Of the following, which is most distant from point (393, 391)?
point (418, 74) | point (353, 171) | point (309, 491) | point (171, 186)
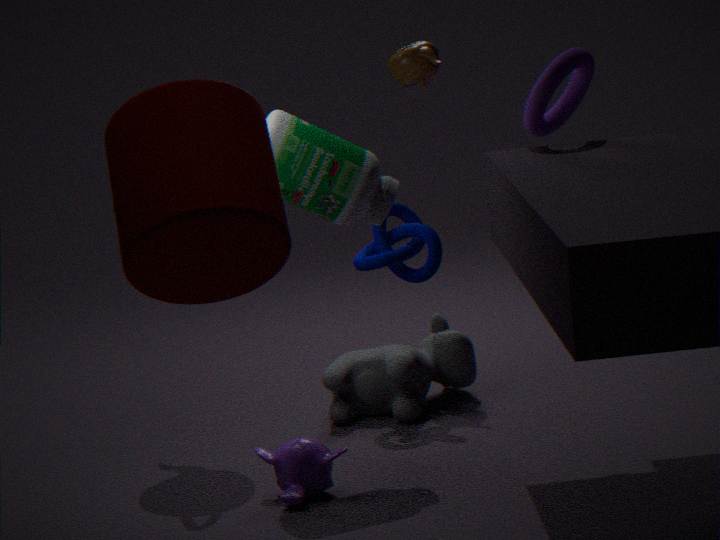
point (171, 186)
